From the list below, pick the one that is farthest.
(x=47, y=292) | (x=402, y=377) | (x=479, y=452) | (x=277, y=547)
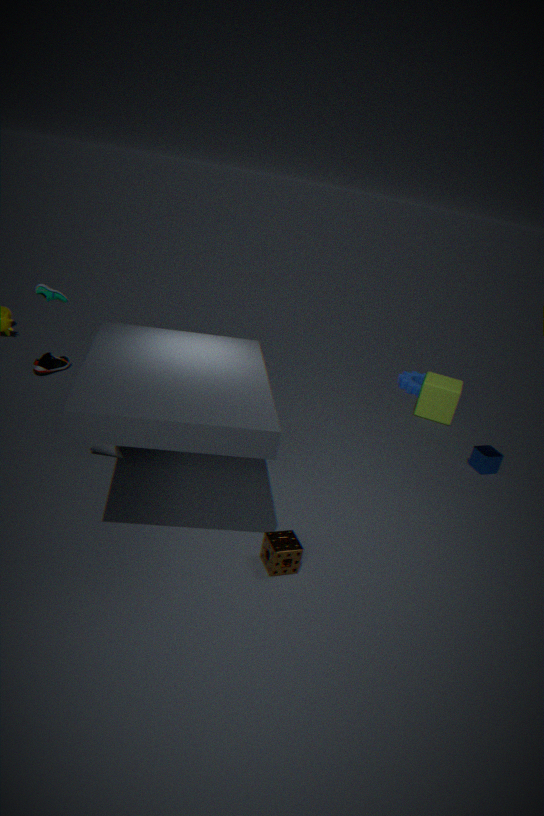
(x=402, y=377)
